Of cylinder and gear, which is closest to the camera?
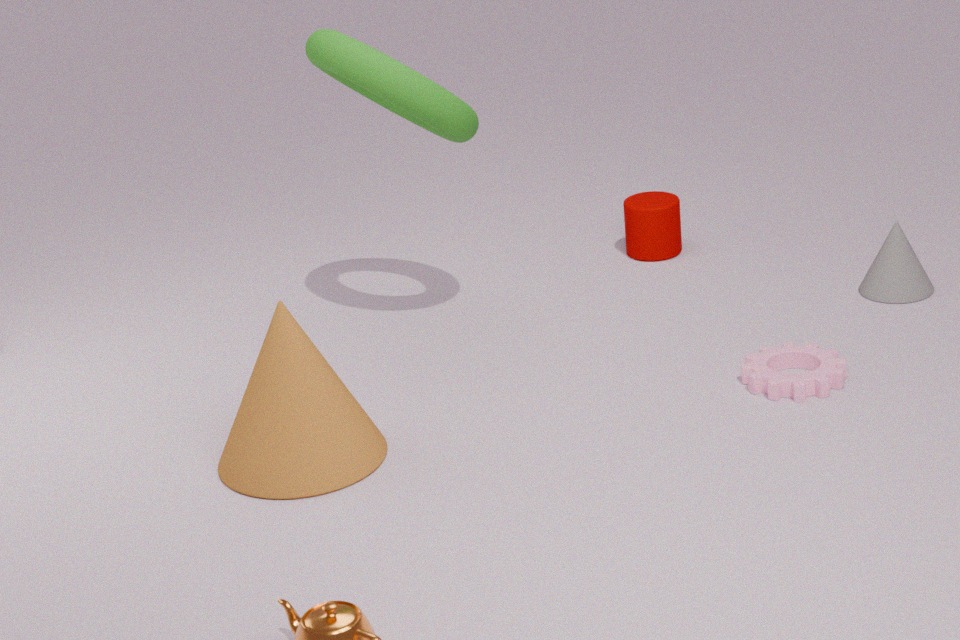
gear
